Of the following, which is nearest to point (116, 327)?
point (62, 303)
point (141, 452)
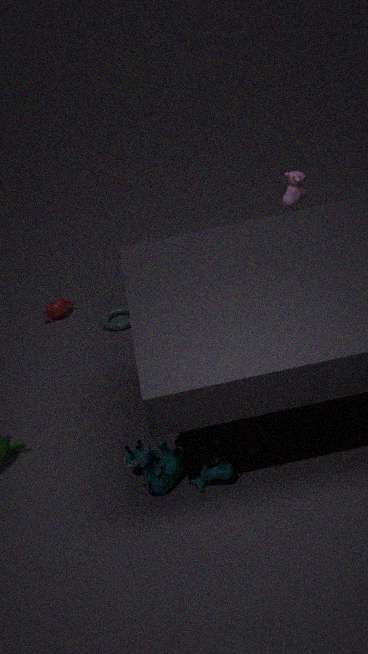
point (62, 303)
